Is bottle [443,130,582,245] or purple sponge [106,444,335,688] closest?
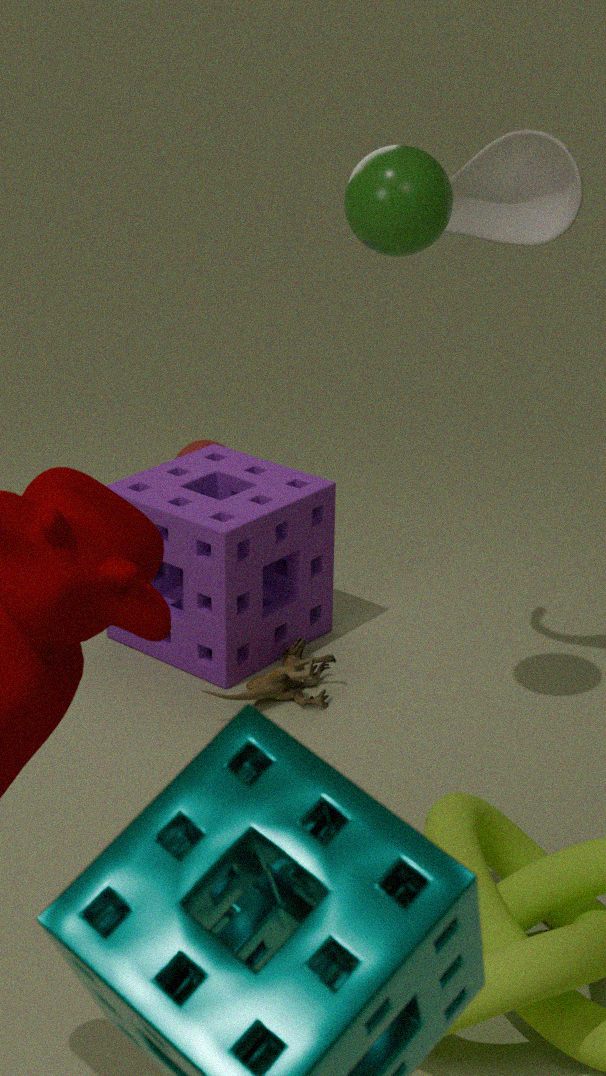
bottle [443,130,582,245]
